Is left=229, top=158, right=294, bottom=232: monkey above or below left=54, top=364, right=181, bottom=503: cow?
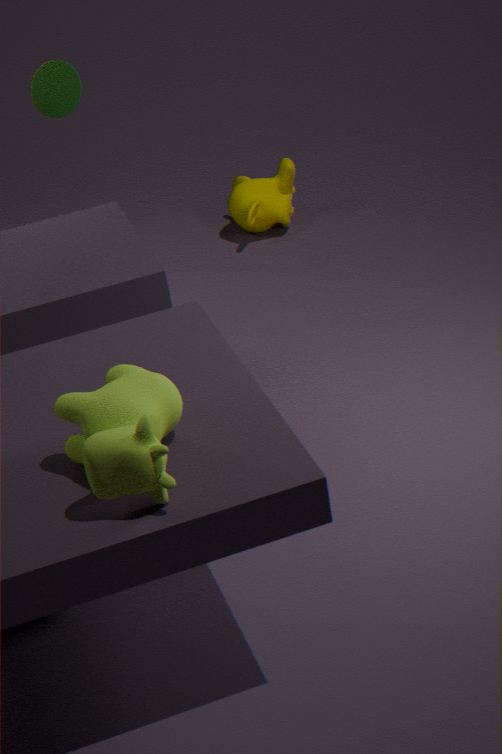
below
